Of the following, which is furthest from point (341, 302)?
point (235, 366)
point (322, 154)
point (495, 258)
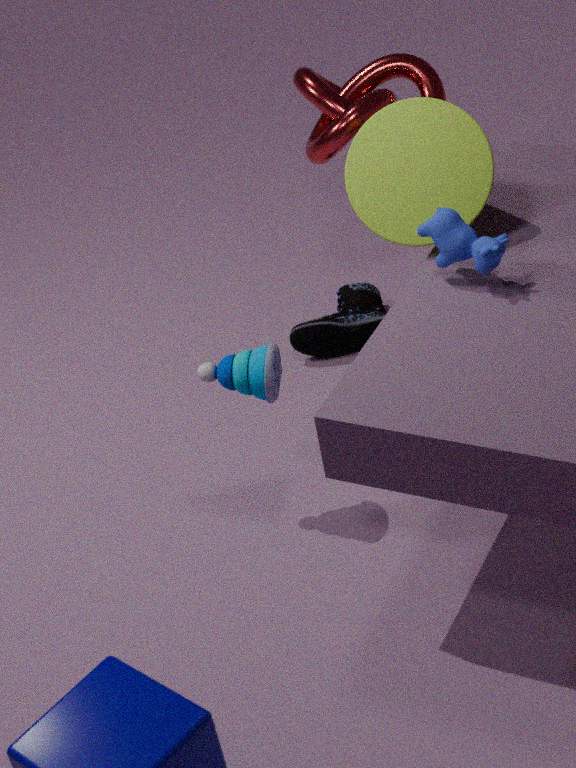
point (495, 258)
